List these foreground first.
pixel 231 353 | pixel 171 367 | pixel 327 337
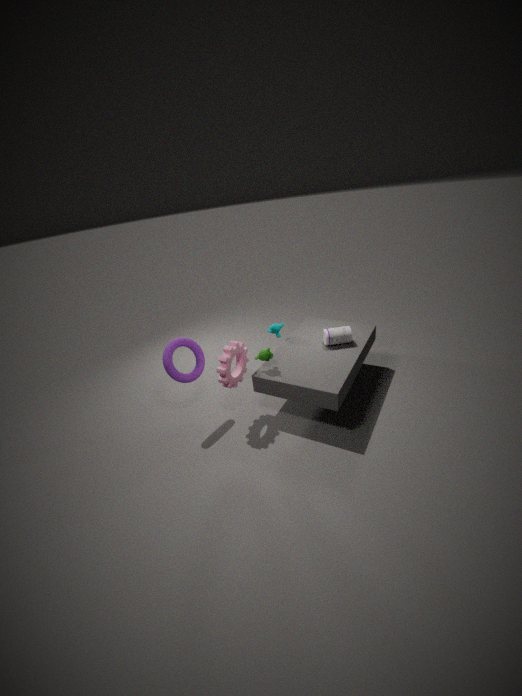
pixel 231 353
pixel 171 367
pixel 327 337
